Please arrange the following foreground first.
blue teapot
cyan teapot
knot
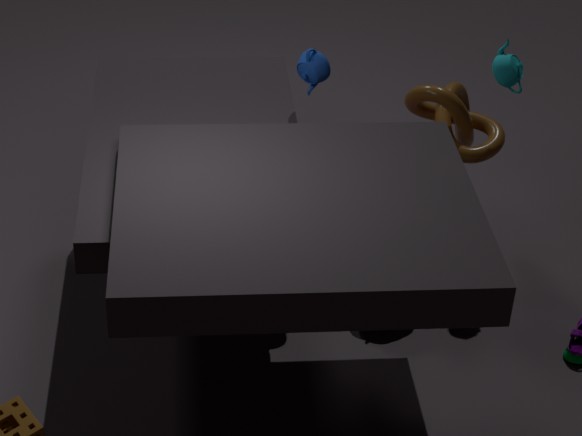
blue teapot, cyan teapot, knot
